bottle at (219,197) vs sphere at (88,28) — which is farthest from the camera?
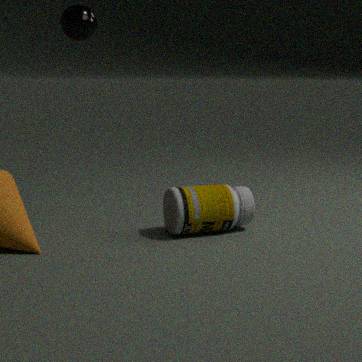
bottle at (219,197)
